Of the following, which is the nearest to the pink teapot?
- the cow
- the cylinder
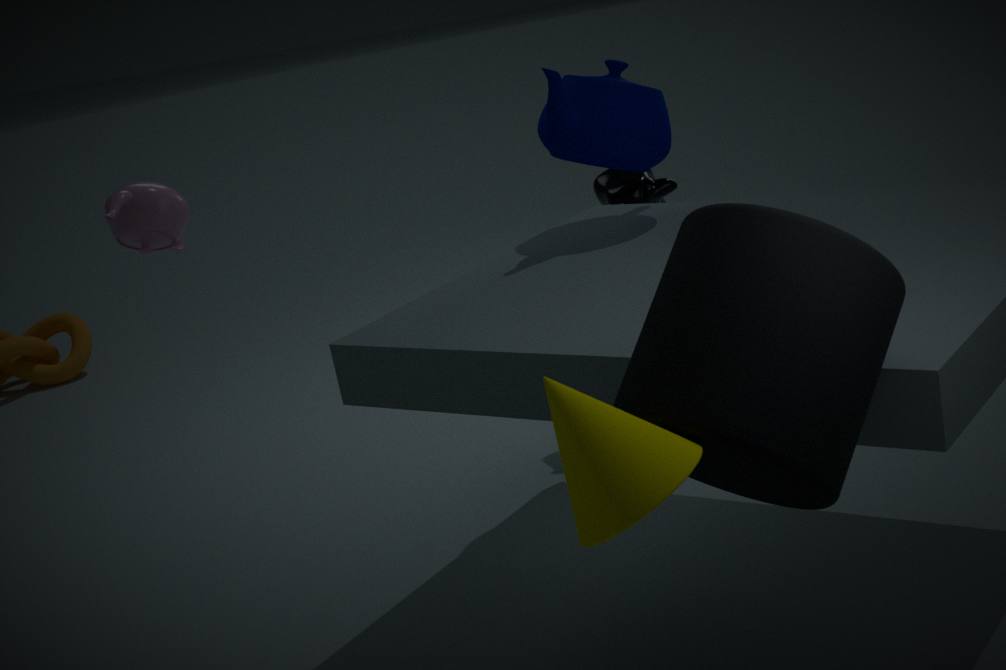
the cylinder
